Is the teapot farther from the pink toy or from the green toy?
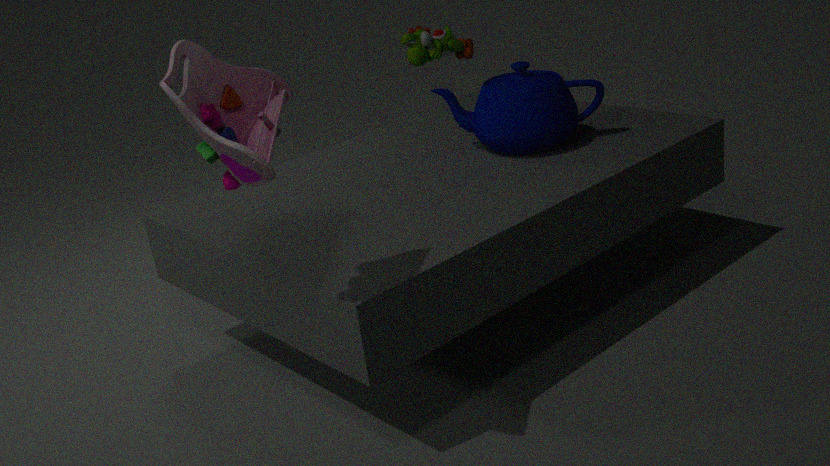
the pink toy
